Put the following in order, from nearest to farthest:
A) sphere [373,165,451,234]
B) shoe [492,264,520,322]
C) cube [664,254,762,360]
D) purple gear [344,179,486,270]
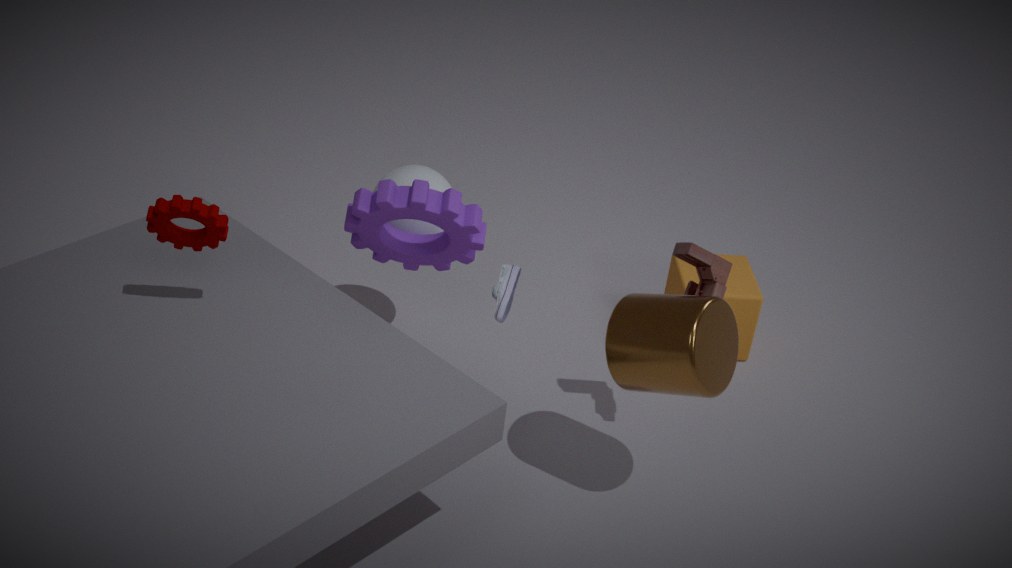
shoe [492,264,520,322] → purple gear [344,179,486,270] → sphere [373,165,451,234] → cube [664,254,762,360]
